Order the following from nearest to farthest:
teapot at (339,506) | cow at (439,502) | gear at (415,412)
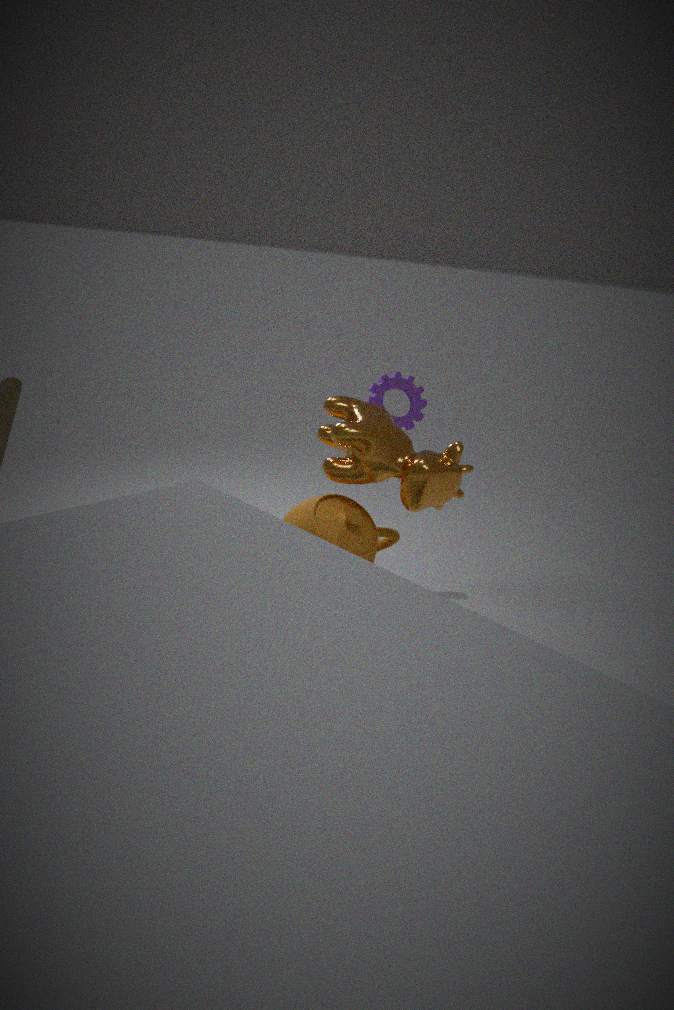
cow at (439,502), teapot at (339,506), gear at (415,412)
